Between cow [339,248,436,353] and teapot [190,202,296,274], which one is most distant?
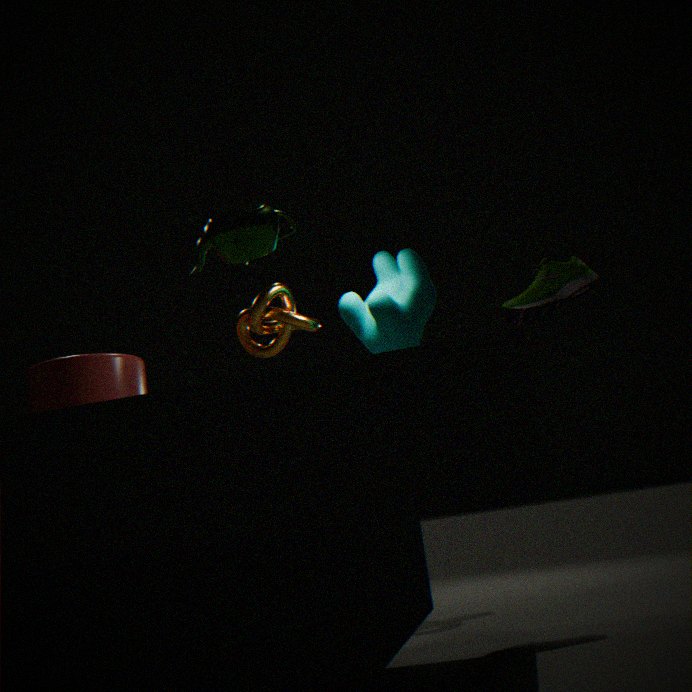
cow [339,248,436,353]
